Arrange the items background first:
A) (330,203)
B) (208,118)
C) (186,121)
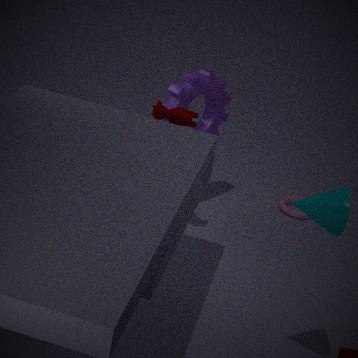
(208,118)
(186,121)
(330,203)
